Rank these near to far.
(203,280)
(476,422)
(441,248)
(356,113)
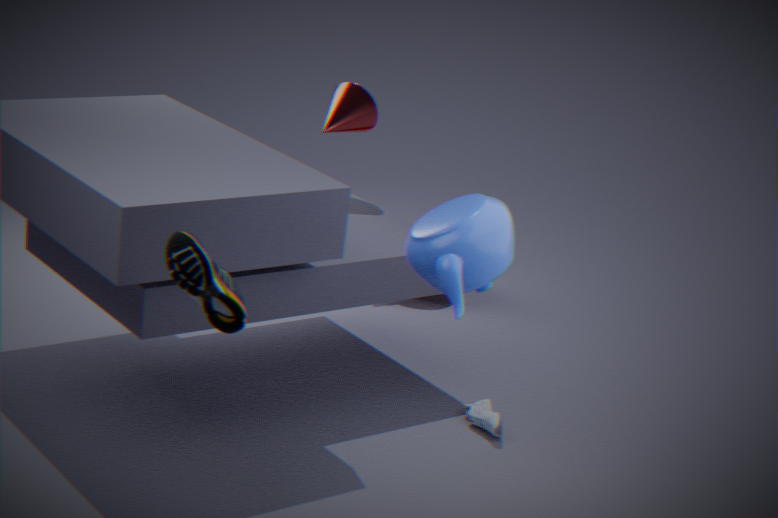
(203,280), (441,248), (476,422), (356,113)
